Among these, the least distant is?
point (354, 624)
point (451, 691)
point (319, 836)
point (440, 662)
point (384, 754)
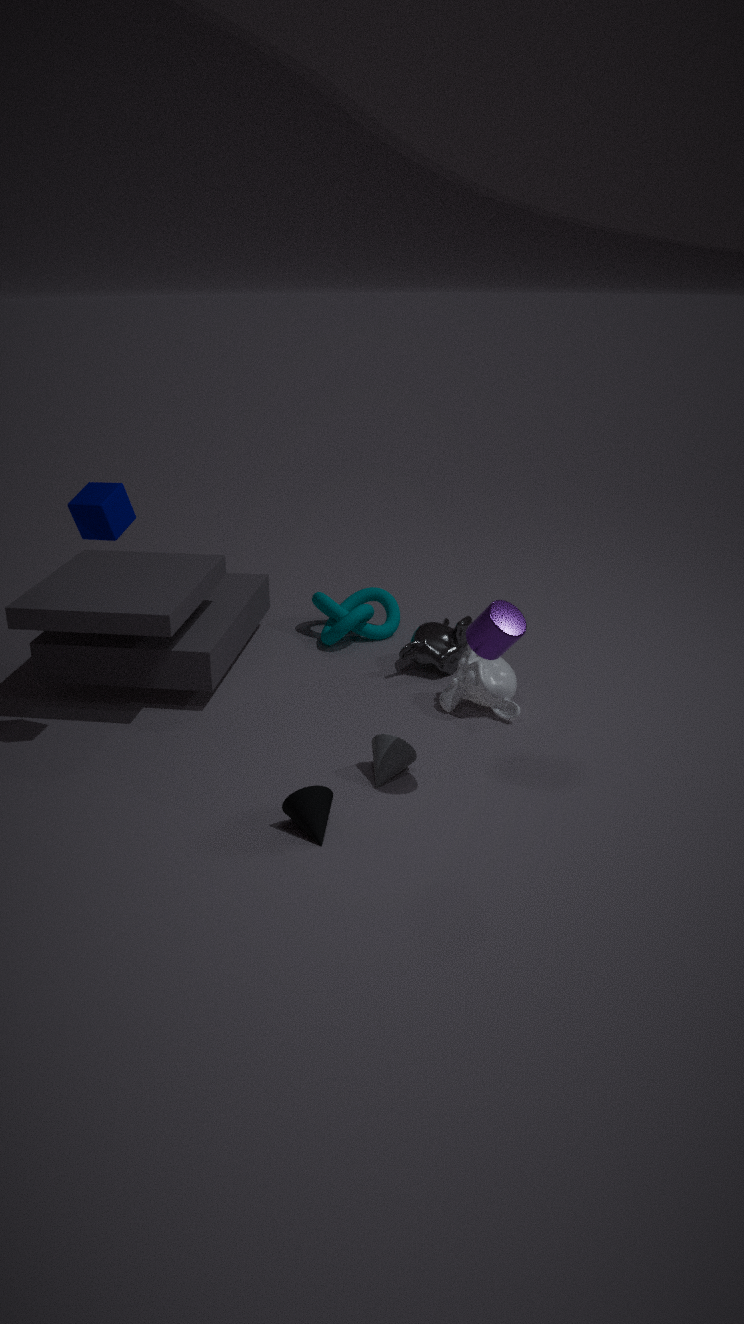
point (319, 836)
